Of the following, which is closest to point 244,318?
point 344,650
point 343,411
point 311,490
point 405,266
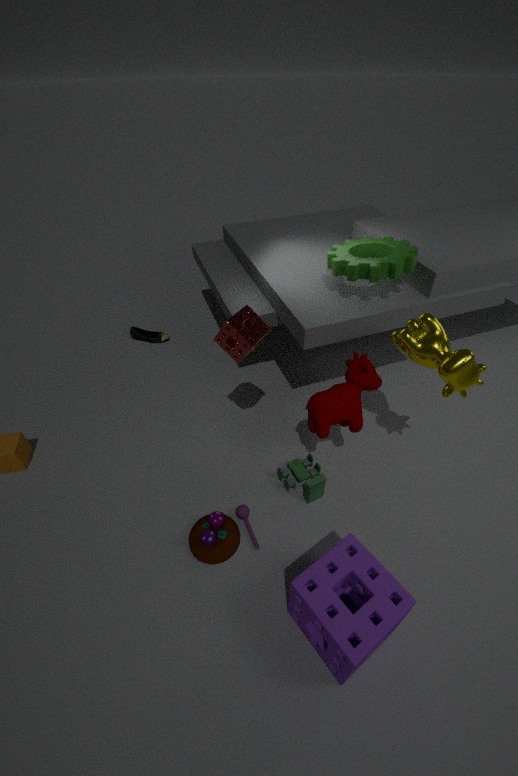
point 343,411
